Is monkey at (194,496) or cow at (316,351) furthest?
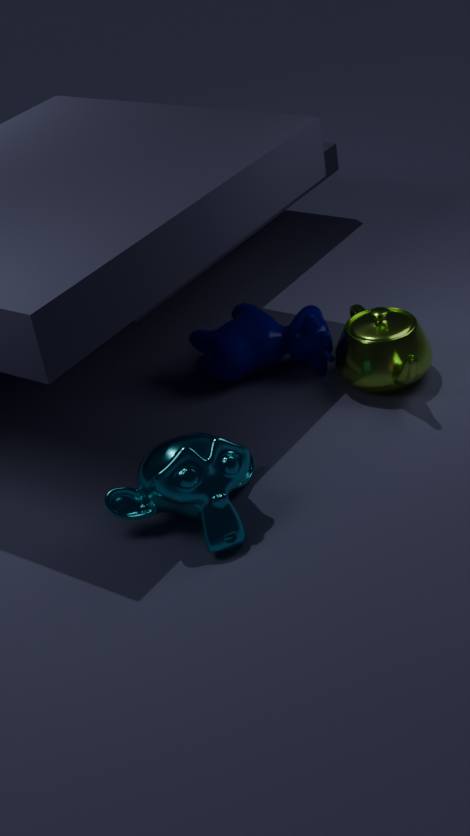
cow at (316,351)
